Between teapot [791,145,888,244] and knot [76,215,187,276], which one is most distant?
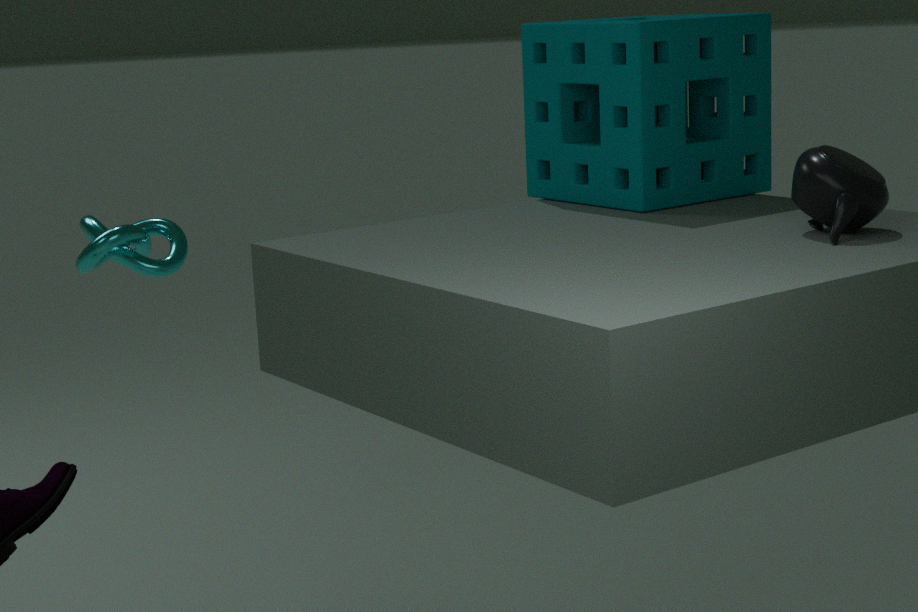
knot [76,215,187,276]
